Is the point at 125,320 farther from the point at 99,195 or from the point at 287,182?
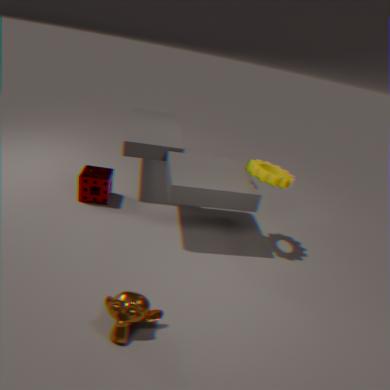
the point at 287,182
